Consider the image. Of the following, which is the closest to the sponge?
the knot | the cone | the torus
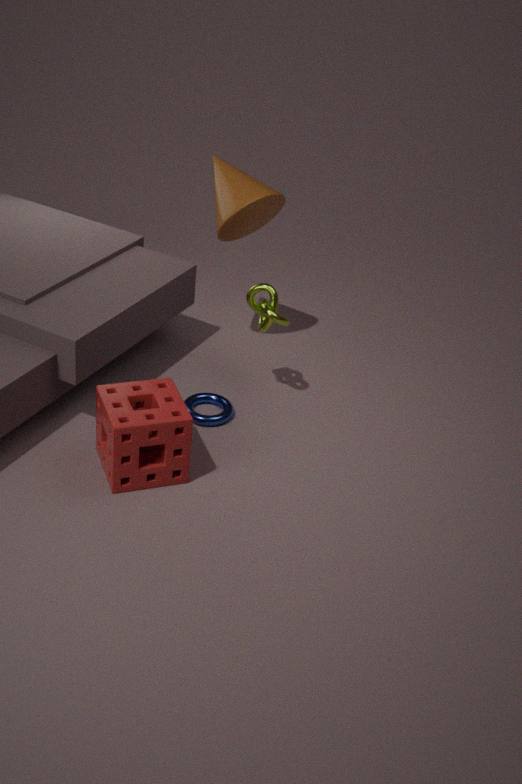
the torus
